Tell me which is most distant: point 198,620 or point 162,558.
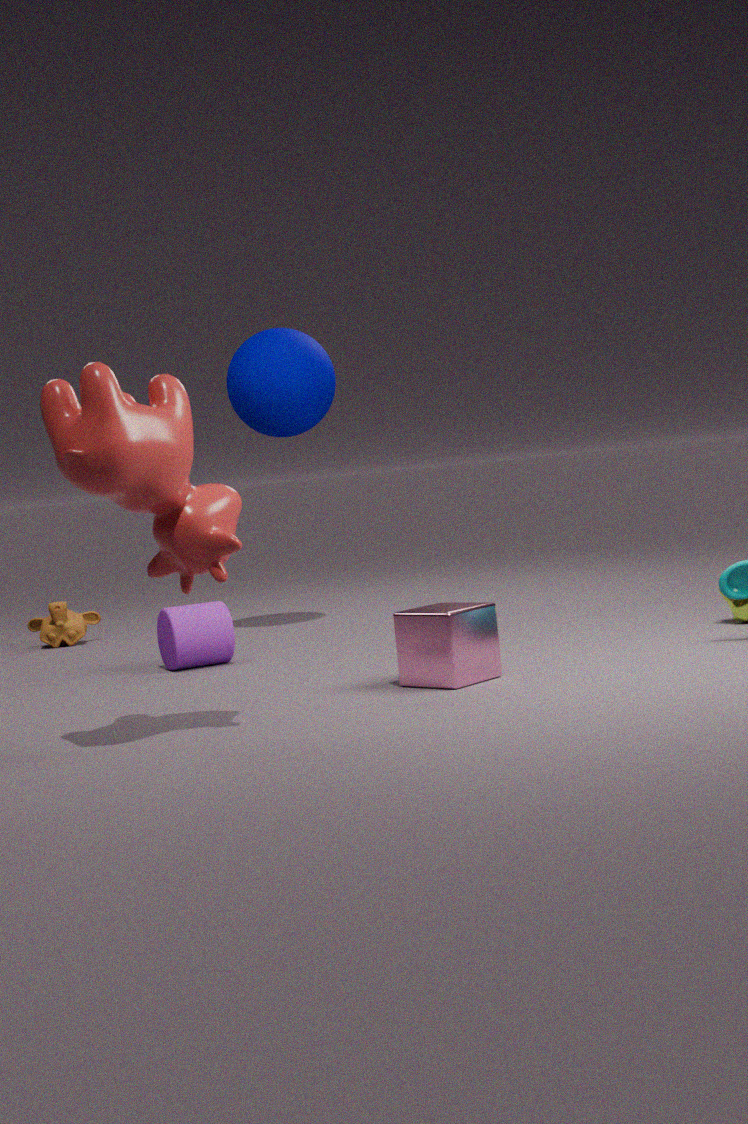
point 198,620
